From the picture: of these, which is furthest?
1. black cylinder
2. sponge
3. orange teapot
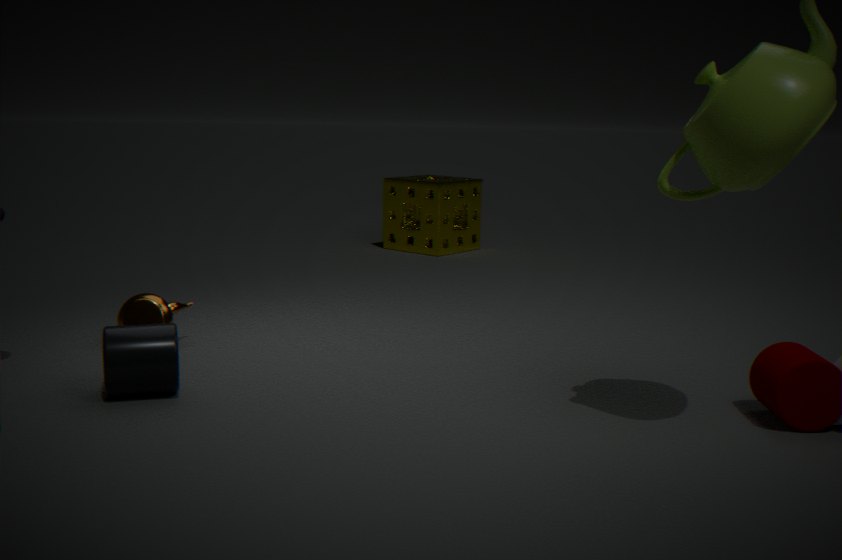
sponge
